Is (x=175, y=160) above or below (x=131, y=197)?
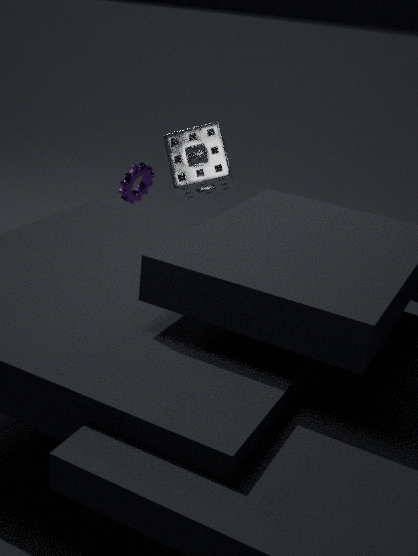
above
